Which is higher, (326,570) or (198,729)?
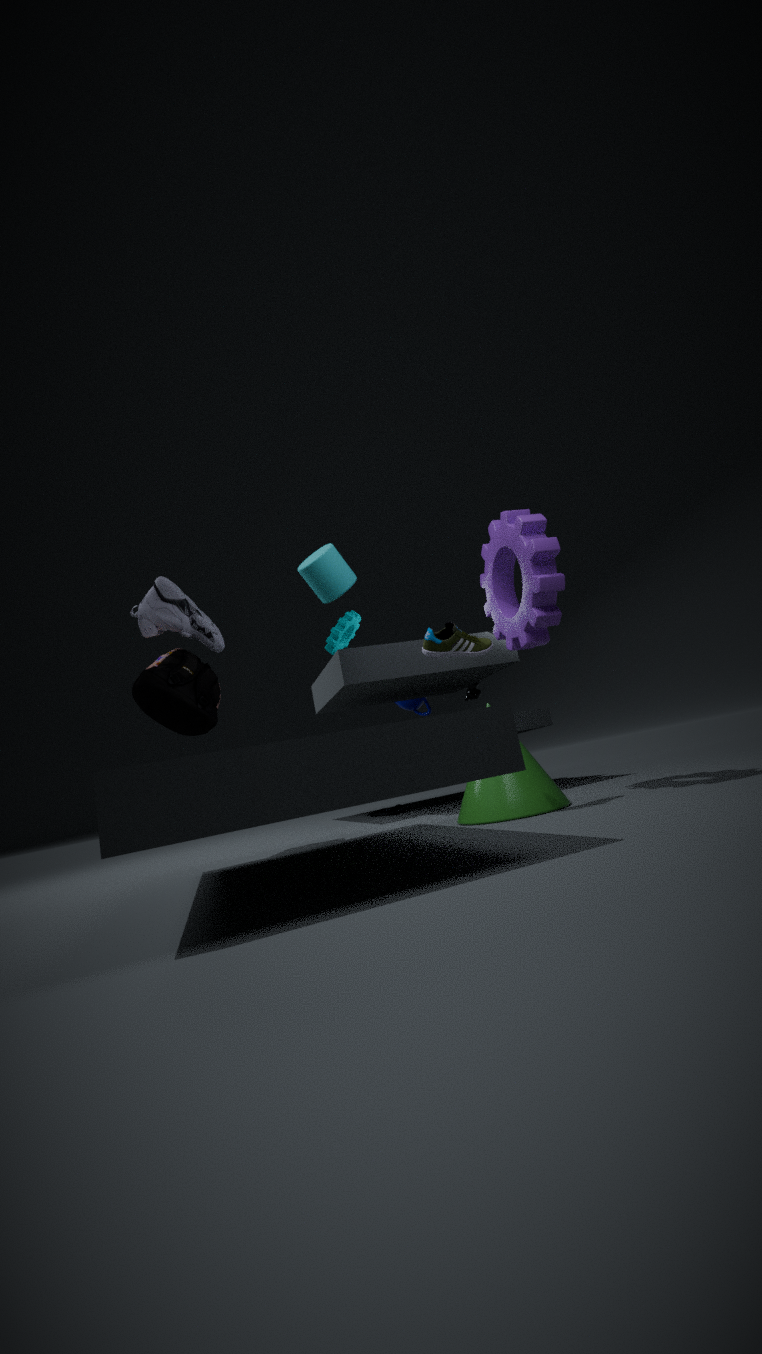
(326,570)
